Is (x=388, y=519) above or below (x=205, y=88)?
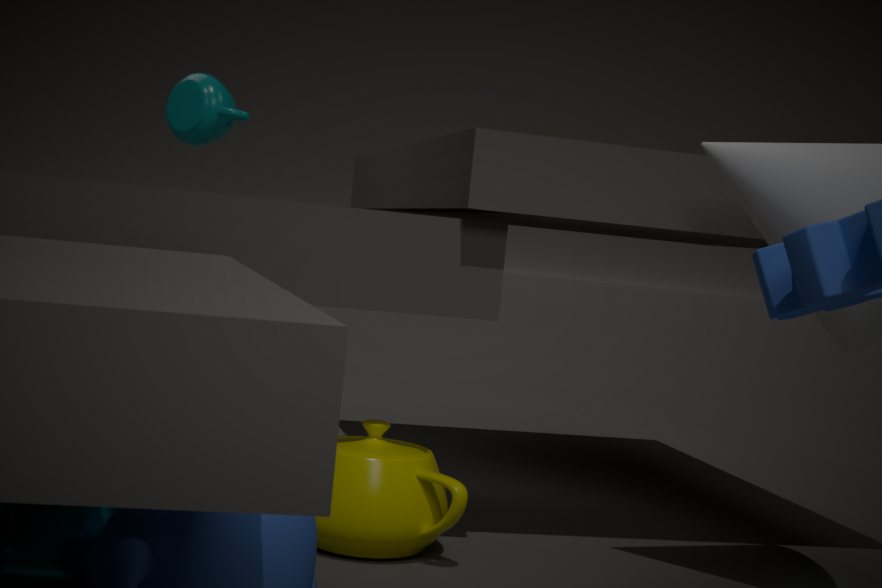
below
